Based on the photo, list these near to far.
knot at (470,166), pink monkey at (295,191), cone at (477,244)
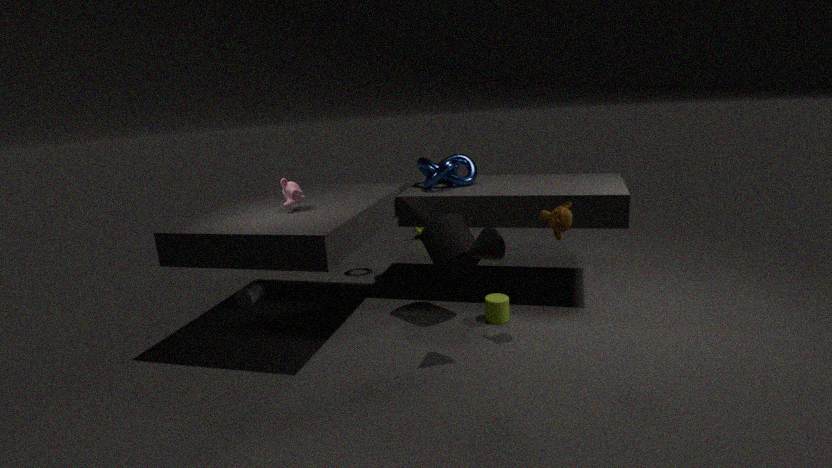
cone at (477,244)
pink monkey at (295,191)
knot at (470,166)
